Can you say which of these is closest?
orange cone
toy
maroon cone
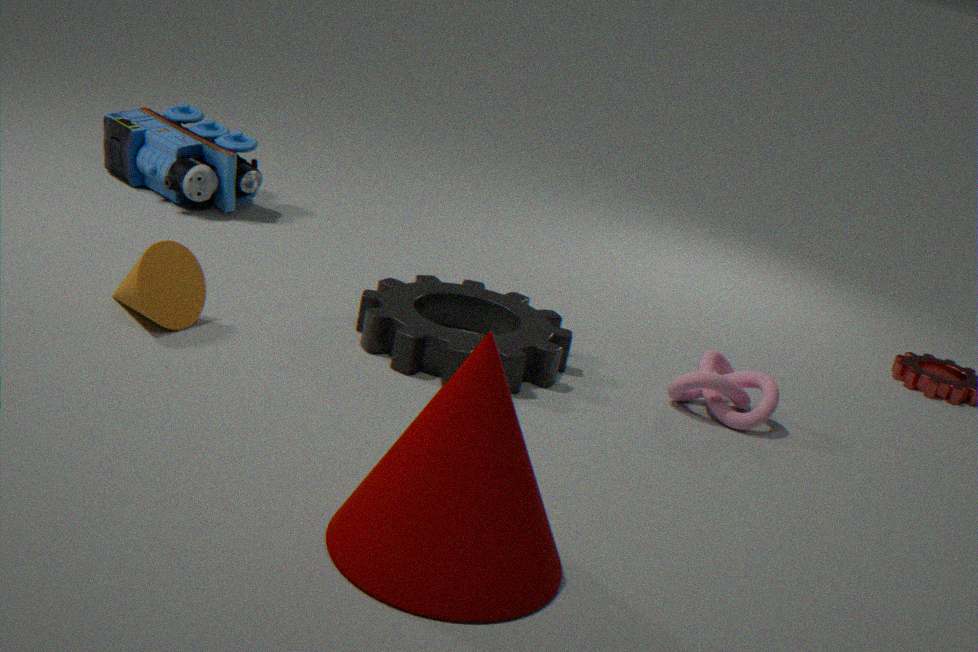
maroon cone
